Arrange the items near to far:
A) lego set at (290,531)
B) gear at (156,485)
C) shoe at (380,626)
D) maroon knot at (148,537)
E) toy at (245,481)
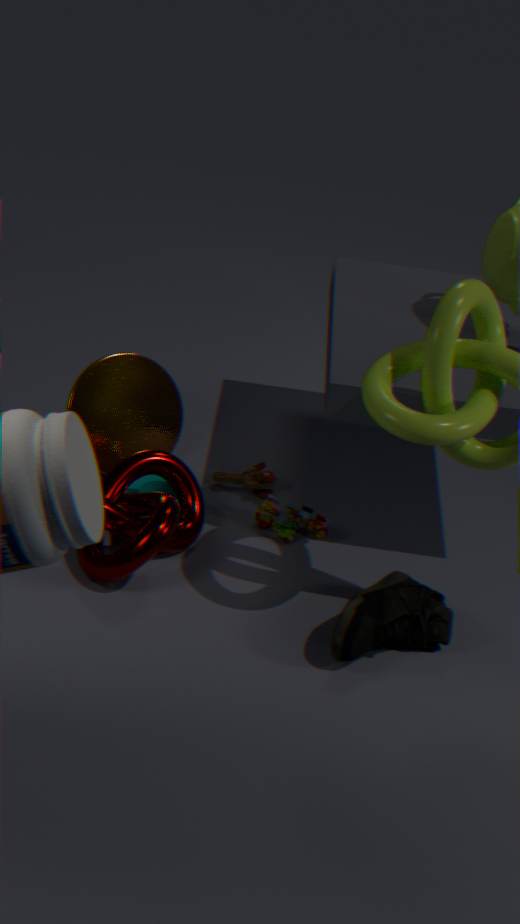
1. shoe at (380,626)
2. maroon knot at (148,537)
3. lego set at (290,531)
4. gear at (156,485)
5. toy at (245,481)
